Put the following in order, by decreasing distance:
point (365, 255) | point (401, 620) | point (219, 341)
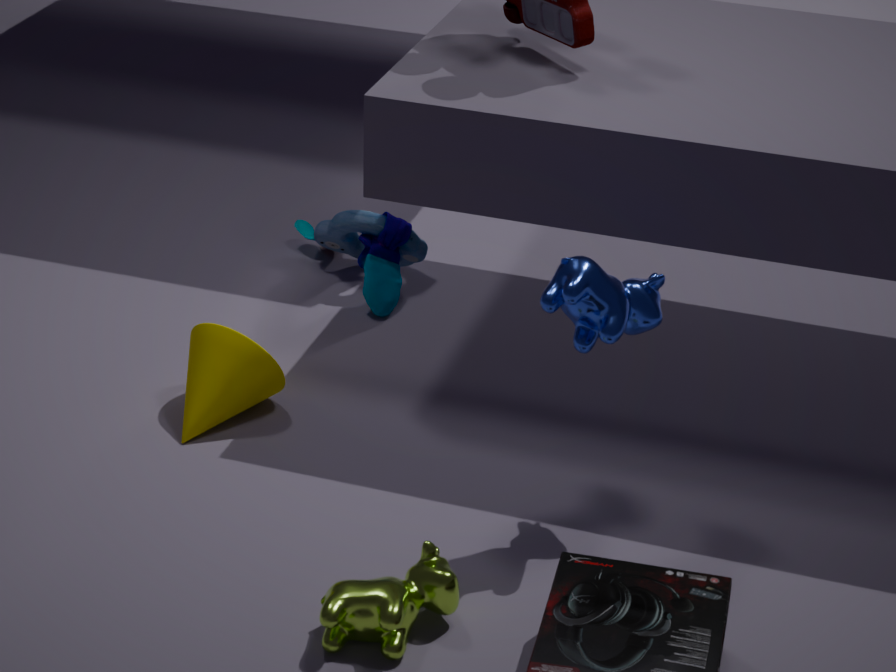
point (365, 255)
point (219, 341)
point (401, 620)
